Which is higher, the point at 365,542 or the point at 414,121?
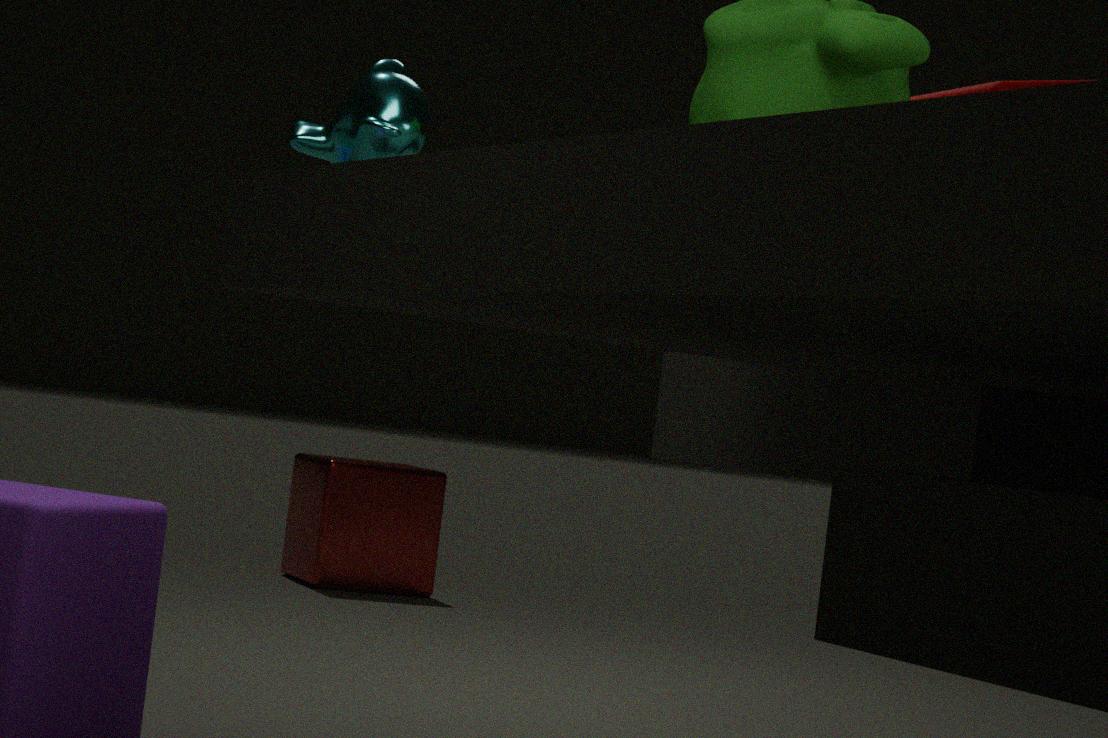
the point at 414,121
